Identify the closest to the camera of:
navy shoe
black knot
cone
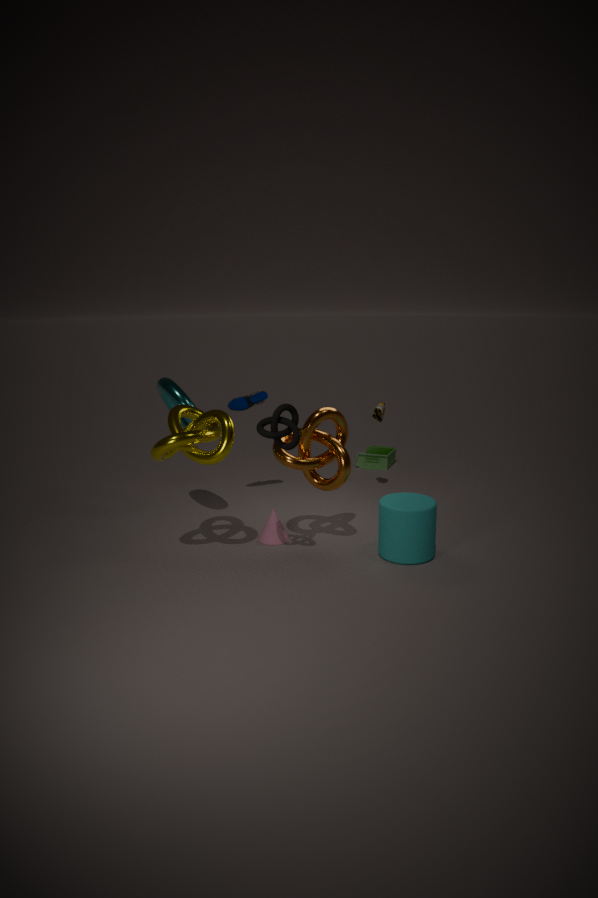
black knot
